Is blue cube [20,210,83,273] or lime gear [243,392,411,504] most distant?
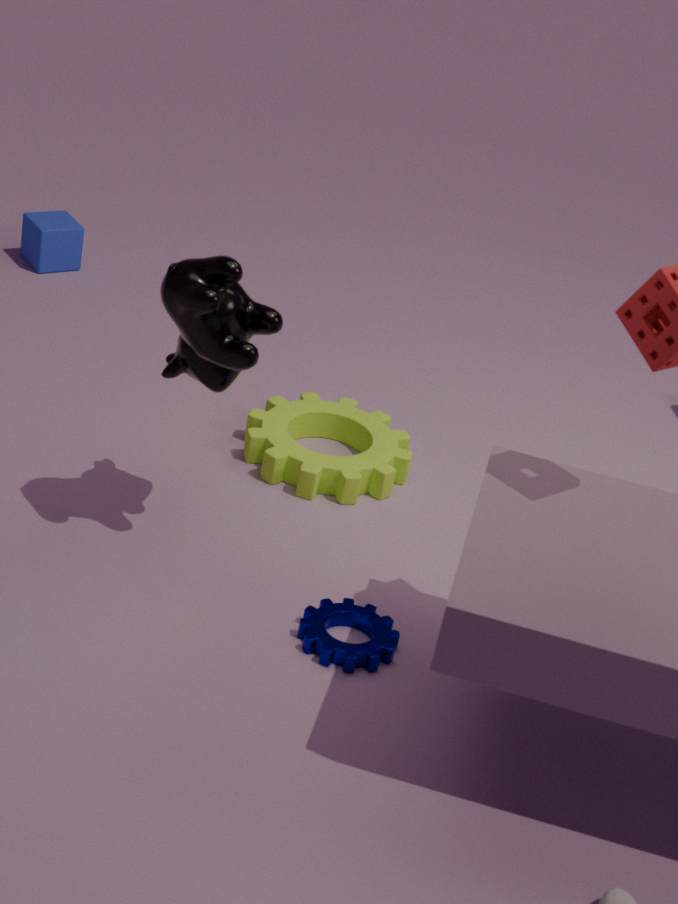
blue cube [20,210,83,273]
